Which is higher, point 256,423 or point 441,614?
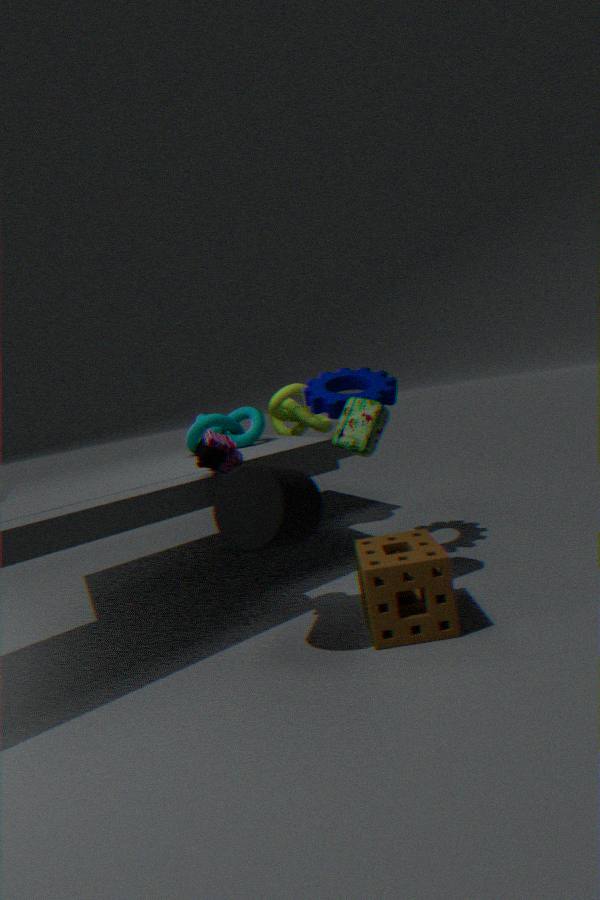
point 256,423
